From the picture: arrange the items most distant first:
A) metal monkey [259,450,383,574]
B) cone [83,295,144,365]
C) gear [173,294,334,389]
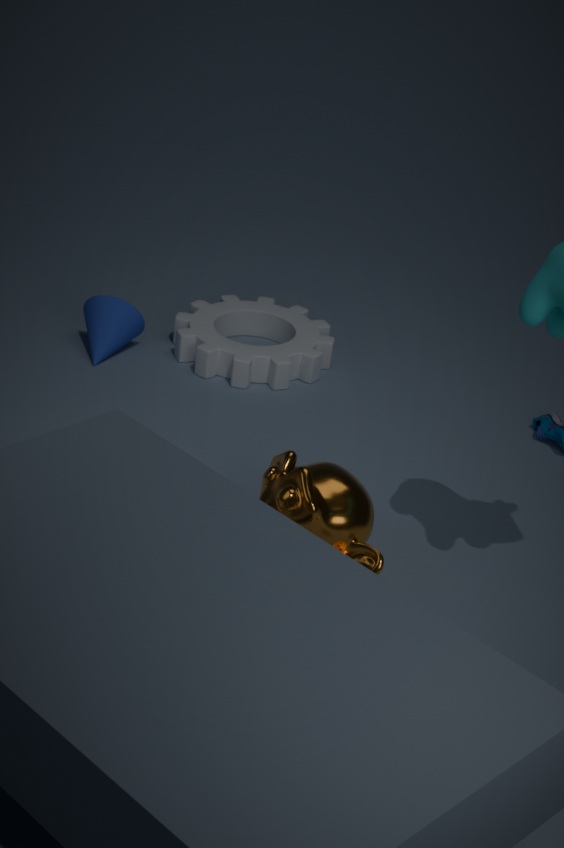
cone [83,295,144,365], gear [173,294,334,389], metal monkey [259,450,383,574]
